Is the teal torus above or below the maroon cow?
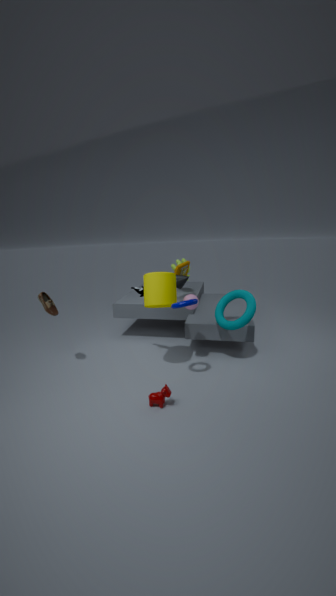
above
